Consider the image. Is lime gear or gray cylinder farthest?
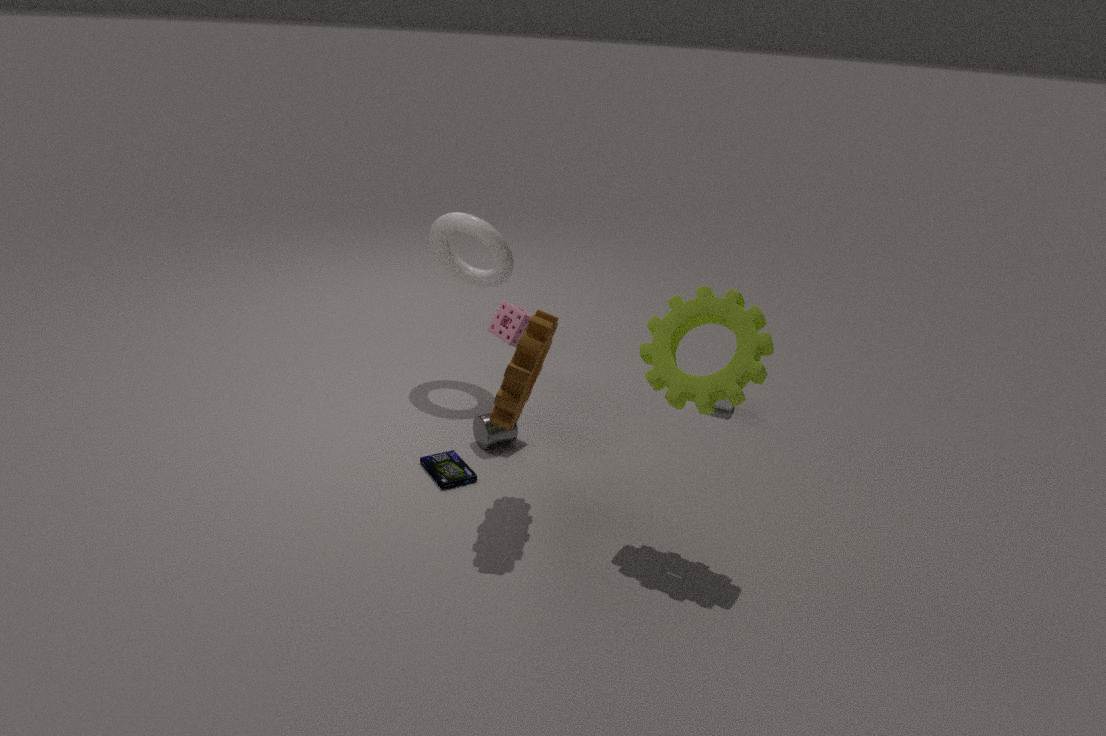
gray cylinder
